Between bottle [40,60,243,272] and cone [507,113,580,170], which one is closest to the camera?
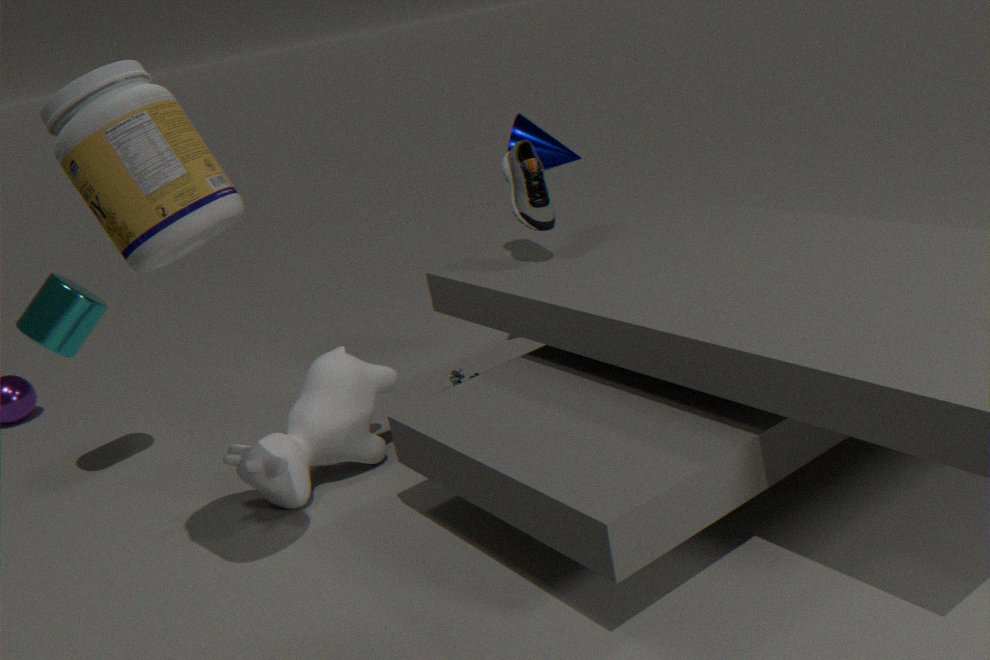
bottle [40,60,243,272]
